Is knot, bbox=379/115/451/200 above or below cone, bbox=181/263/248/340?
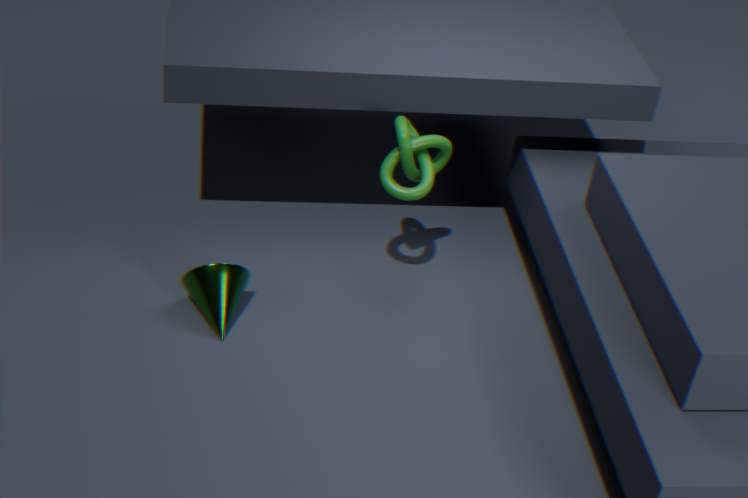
above
